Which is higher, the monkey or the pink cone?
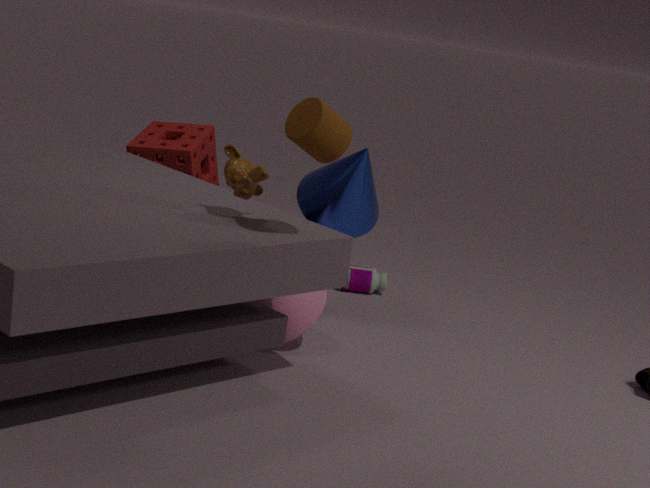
the monkey
